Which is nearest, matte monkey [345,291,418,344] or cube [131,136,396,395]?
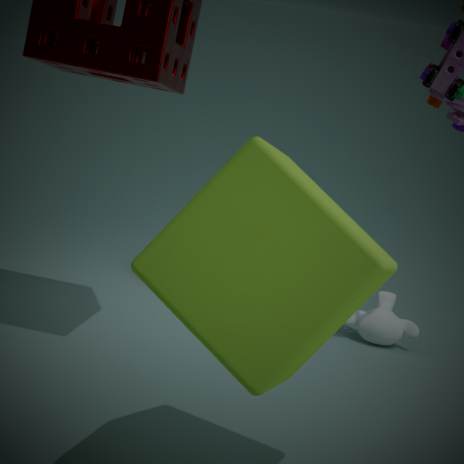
cube [131,136,396,395]
